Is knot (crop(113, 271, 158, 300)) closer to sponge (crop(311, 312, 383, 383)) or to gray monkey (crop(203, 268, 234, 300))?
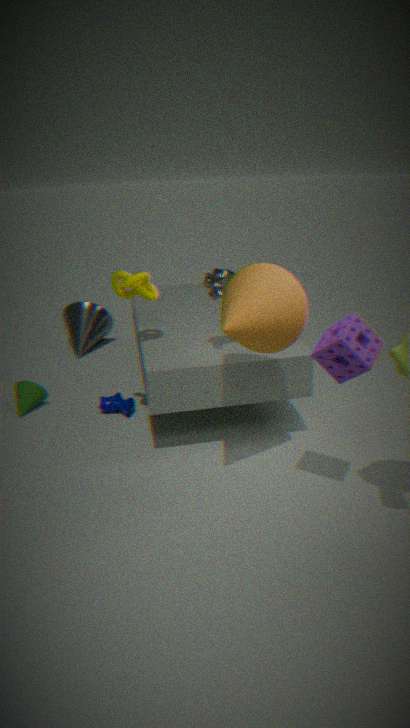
gray monkey (crop(203, 268, 234, 300))
